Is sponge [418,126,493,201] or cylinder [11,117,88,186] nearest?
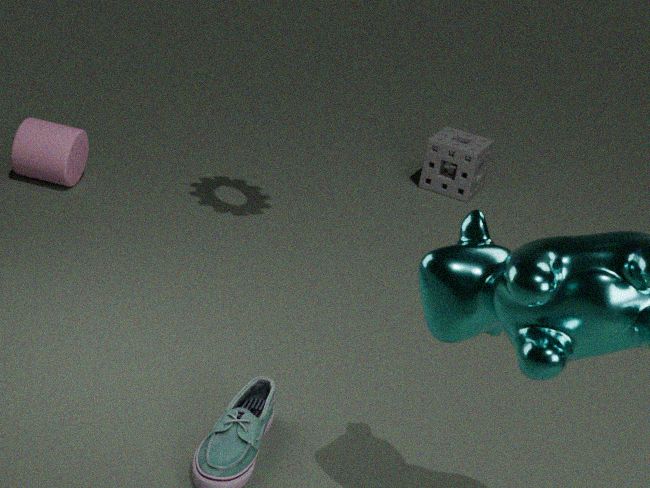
cylinder [11,117,88,186]
